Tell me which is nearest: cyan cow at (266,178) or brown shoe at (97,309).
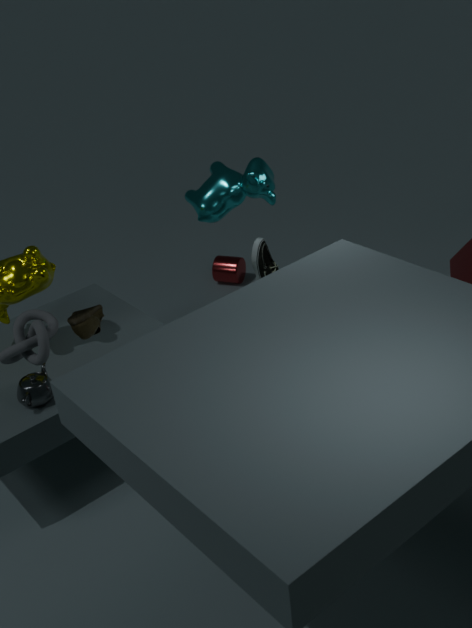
brown shoe at (97,309)
